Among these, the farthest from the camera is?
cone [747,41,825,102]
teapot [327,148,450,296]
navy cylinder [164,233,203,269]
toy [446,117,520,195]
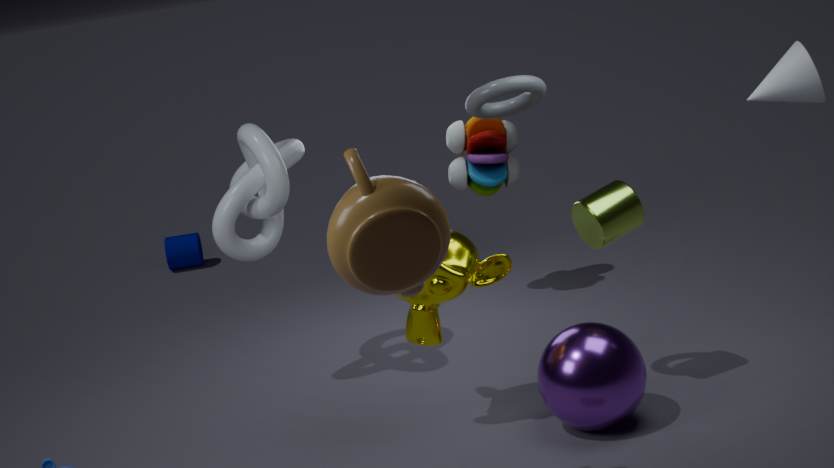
navy cylinder [164,233,203,269]
